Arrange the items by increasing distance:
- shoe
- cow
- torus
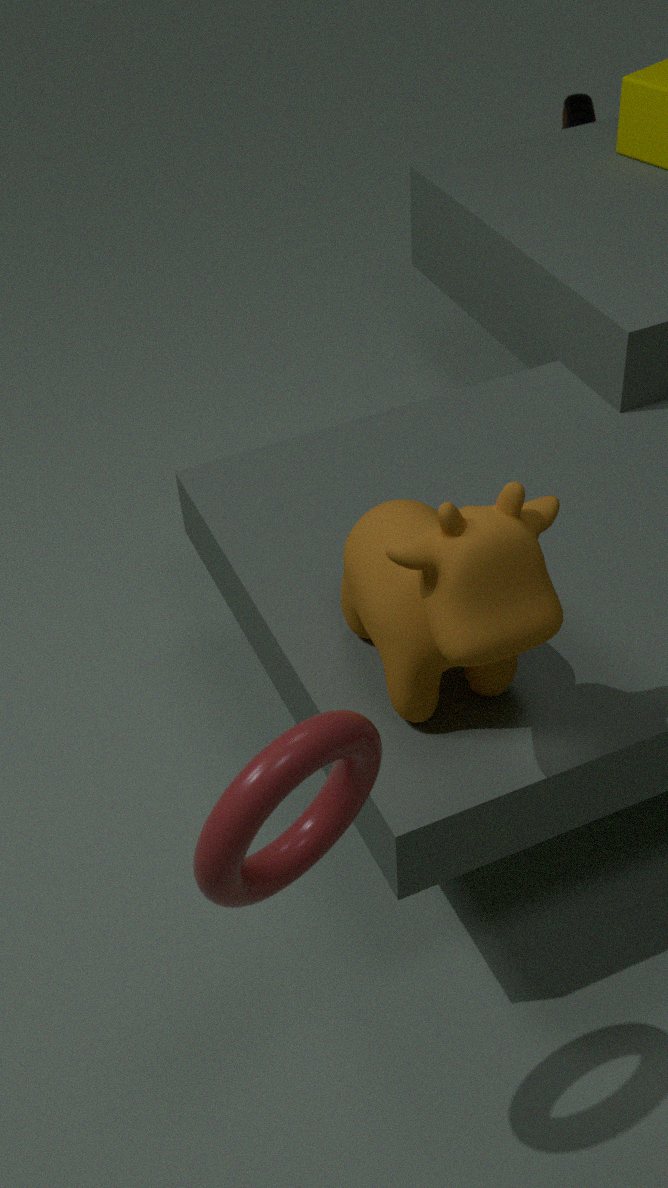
torus < cow < shoe
